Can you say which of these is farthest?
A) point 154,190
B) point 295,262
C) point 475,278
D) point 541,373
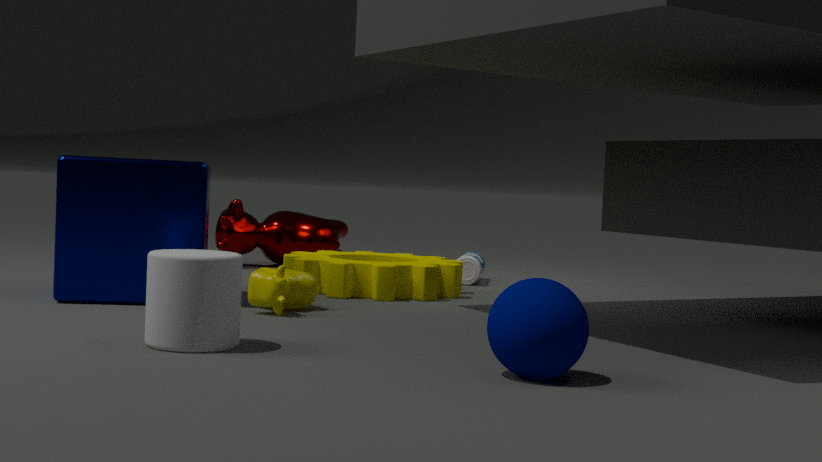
point 475,278
